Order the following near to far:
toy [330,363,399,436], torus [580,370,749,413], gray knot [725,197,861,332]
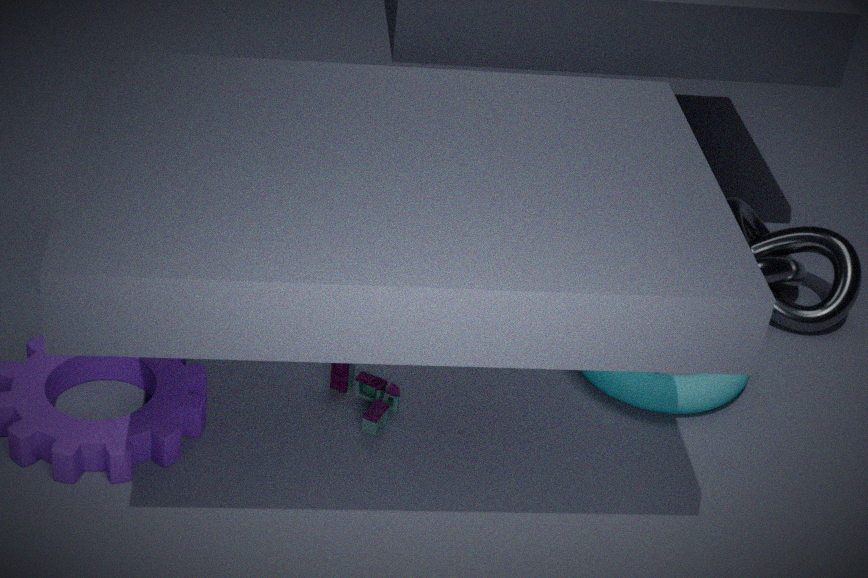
1. toy [330,363,399,436]
2. torus [580,370,749,413]
3. gray knot [725,197,861,332]
